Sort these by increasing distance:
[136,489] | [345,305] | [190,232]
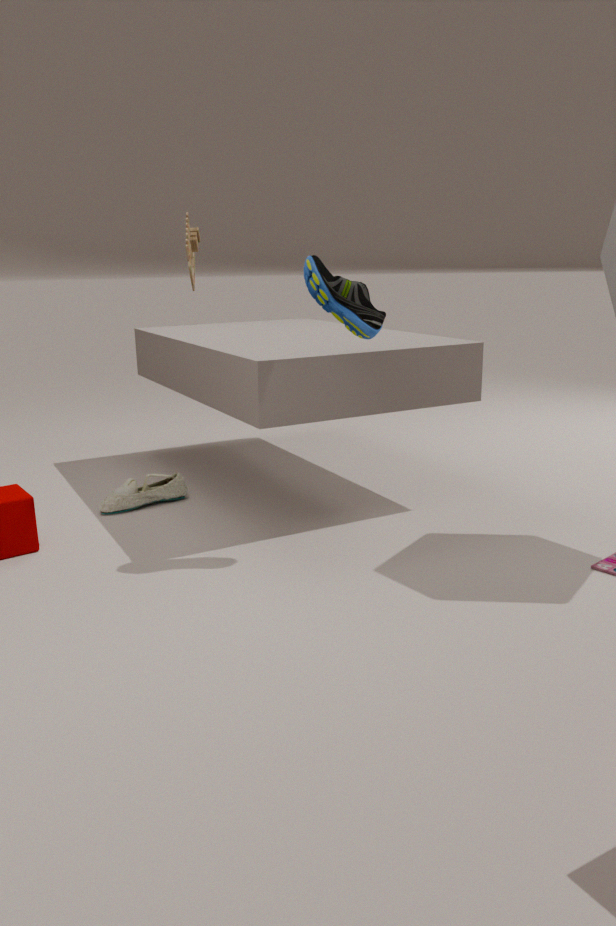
[345,305] → [190,232] → [136,489]
